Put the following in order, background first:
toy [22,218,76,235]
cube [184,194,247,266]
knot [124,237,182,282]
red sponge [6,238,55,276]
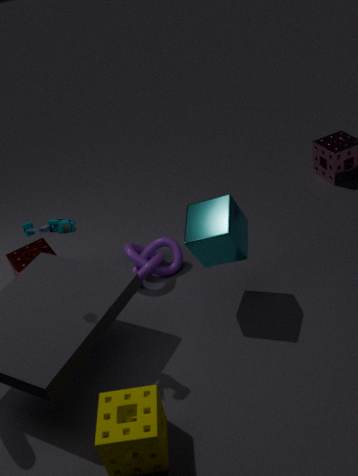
red sponge [6,238,55,276], knot [124,237,182,282], cube [184,194,247,266], toy [22,218,76,235]
